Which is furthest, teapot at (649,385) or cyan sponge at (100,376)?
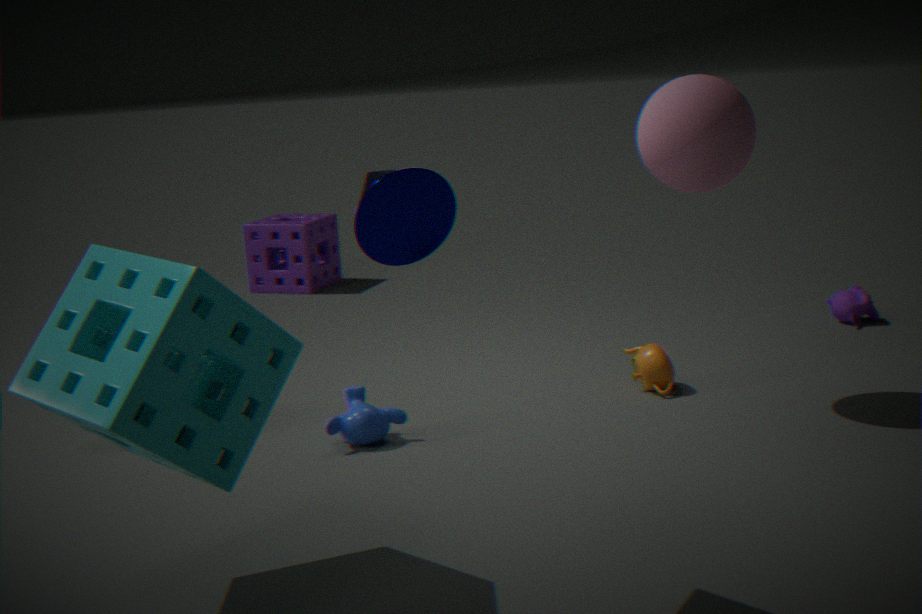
teapot at (649,385)
